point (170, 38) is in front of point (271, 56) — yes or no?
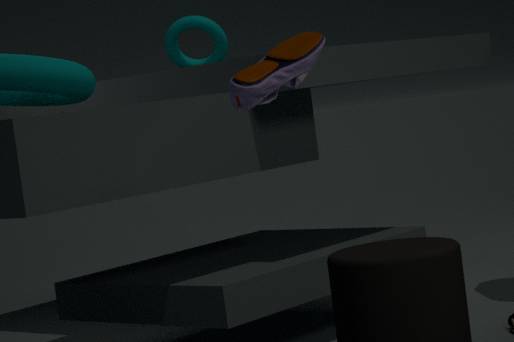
No
